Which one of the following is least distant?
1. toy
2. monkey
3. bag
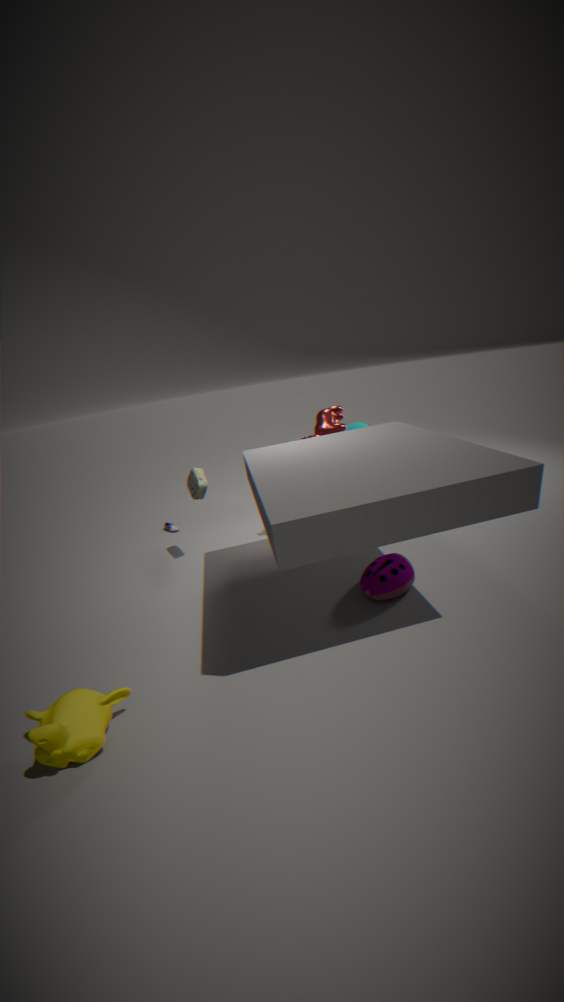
monkey
